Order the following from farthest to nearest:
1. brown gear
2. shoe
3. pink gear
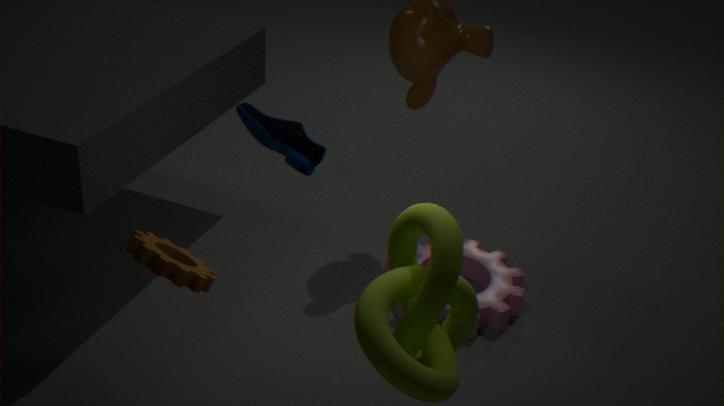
pink gear
brown gear
shoe
